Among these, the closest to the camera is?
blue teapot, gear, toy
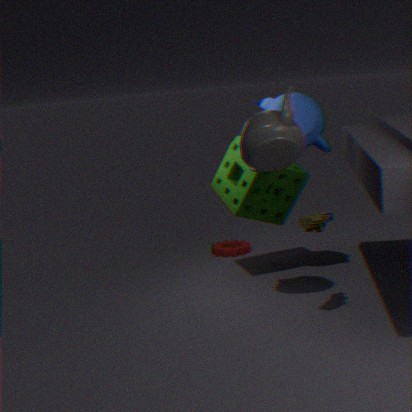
toy
